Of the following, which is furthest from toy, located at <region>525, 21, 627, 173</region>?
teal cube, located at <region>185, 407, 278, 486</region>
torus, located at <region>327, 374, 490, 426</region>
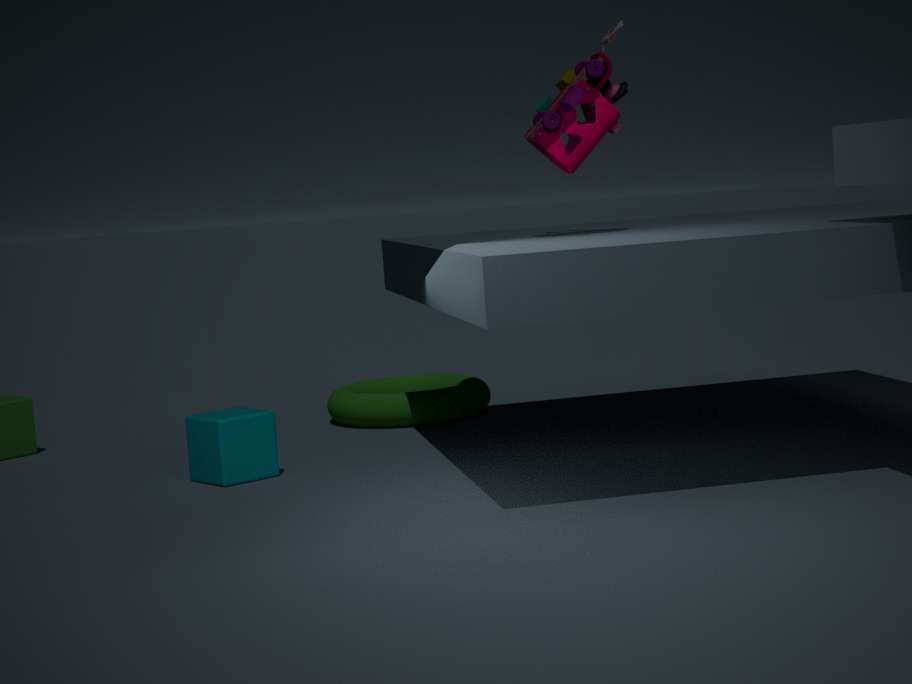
torus, located at <region>327, 374, 490, 426</region>
